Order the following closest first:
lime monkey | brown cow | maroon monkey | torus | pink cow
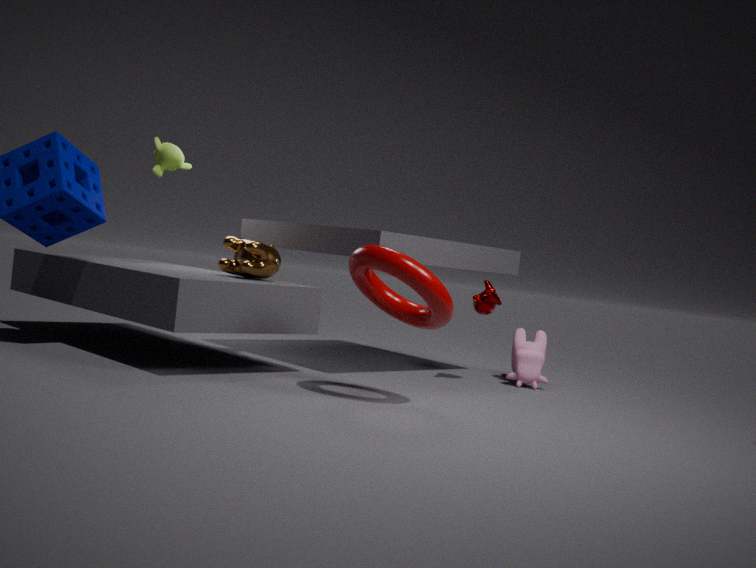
torus → brown cow → lime monkey → maroon monkey → pink cow
